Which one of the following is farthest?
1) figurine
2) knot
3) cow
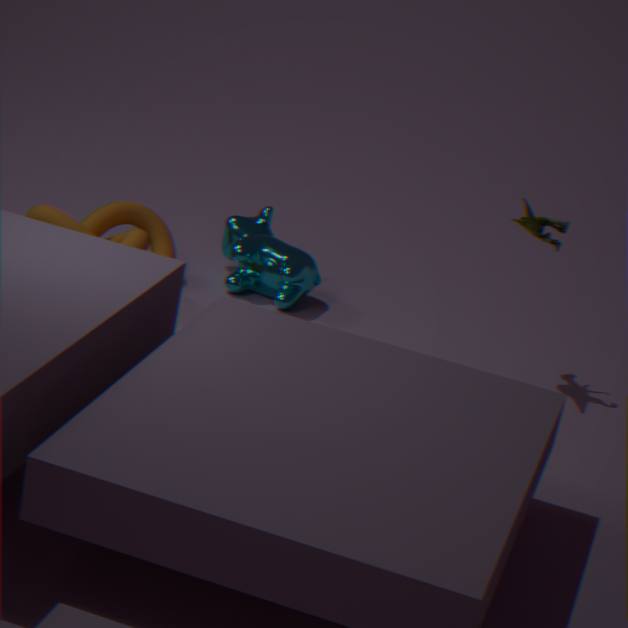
3. cow
